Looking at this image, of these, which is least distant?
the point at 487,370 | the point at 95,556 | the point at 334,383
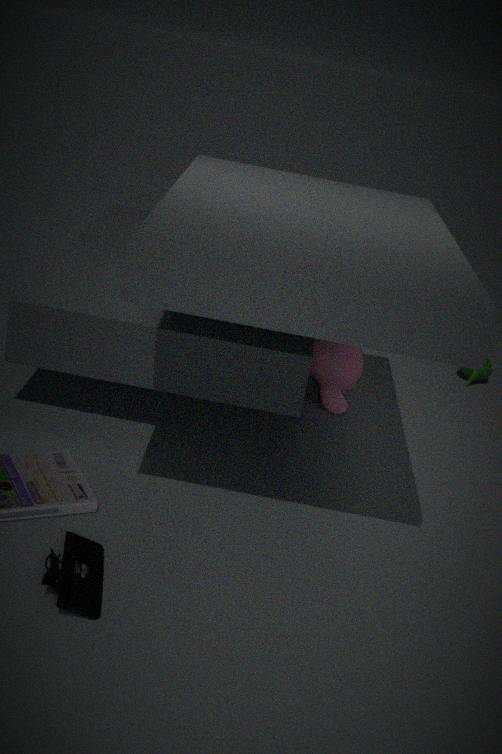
the point at 95,556
